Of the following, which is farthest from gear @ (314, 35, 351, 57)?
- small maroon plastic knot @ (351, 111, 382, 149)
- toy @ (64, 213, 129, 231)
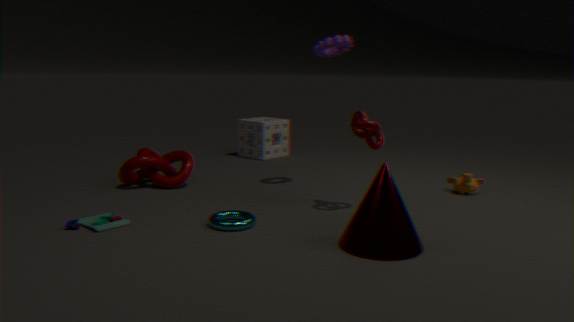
toy @ (64, 213, 129, 231)
